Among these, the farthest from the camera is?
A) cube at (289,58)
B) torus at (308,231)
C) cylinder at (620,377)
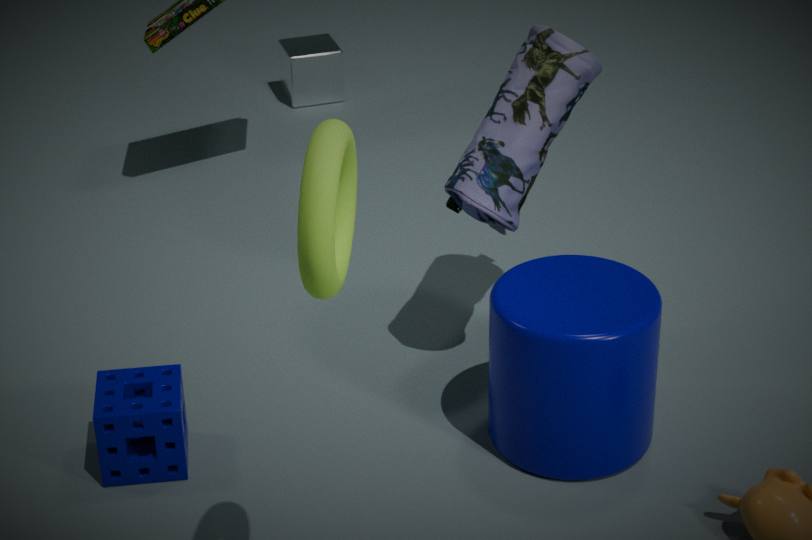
cube at (289,58)
